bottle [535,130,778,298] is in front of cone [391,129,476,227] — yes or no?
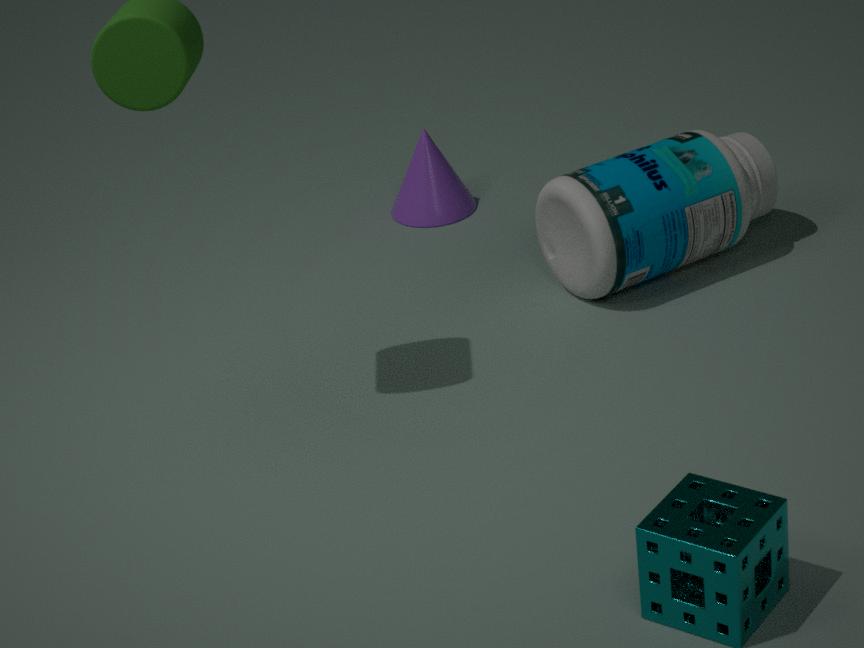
Yes
